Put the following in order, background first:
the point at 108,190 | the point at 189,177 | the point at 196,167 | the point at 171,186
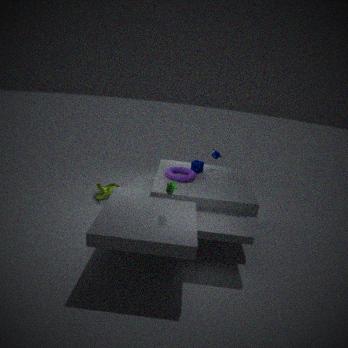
the point at 108,190, the point at 196,167, the point at 189,177, the point at 171,186
